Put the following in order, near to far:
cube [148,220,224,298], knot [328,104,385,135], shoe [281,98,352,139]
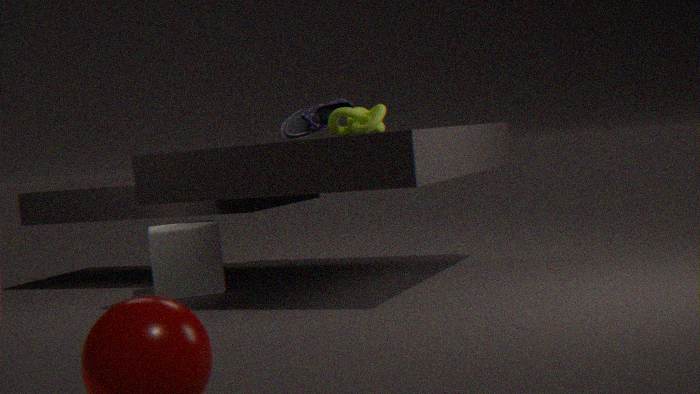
knot [328,104,385,135] → shoe [281,98,352,139] → cube [148,220,224,298]
